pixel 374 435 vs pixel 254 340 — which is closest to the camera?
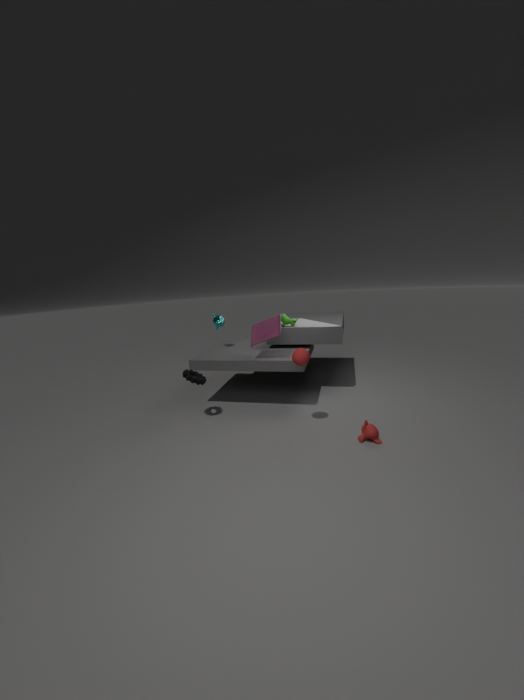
pixel 374 435
